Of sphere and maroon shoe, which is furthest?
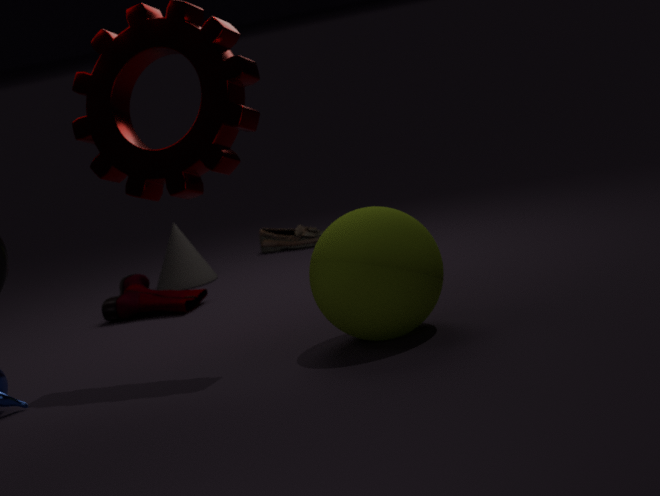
maroon shoe
